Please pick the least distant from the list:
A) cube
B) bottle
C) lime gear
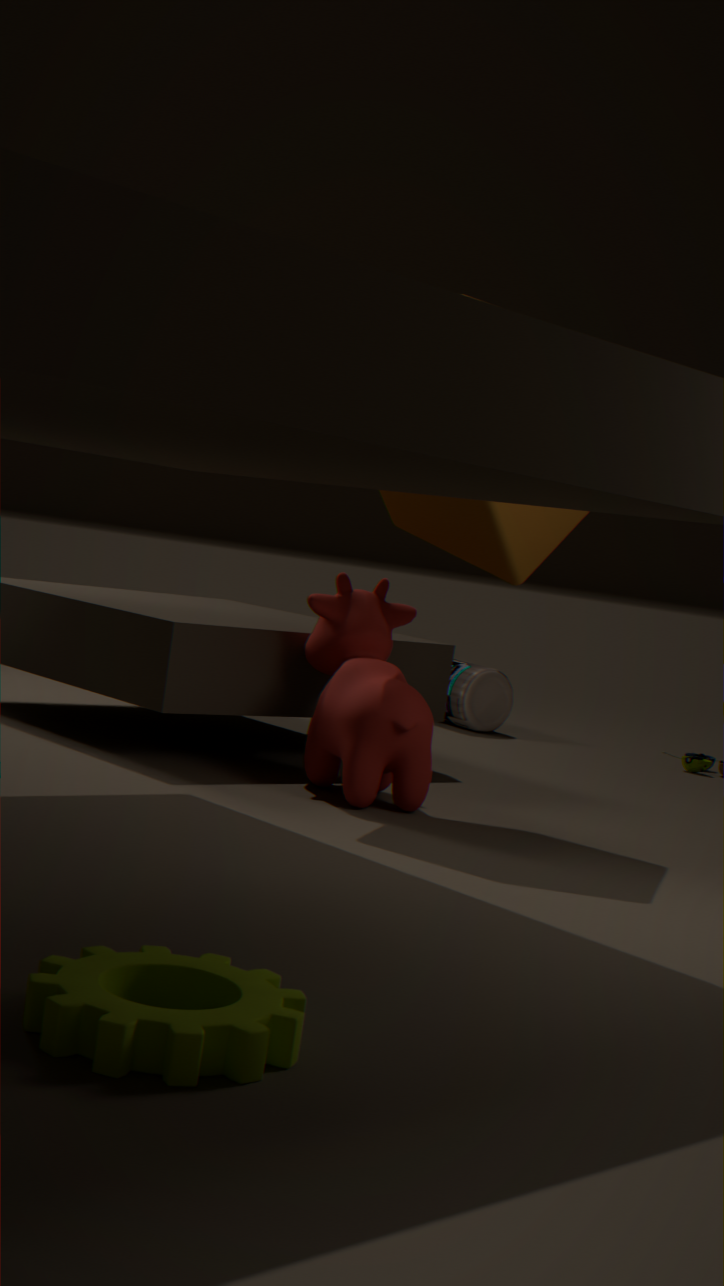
lime gear
